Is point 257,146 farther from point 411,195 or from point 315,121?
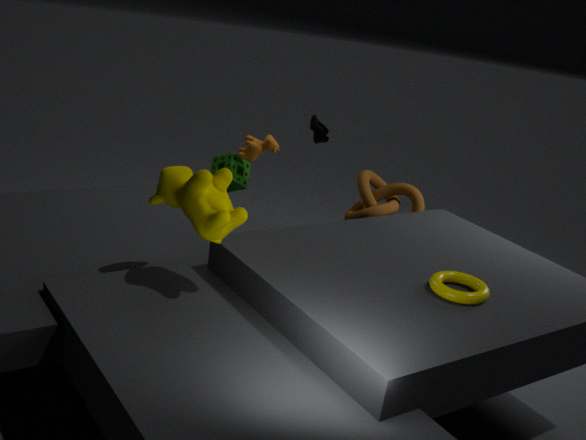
point 411,195
